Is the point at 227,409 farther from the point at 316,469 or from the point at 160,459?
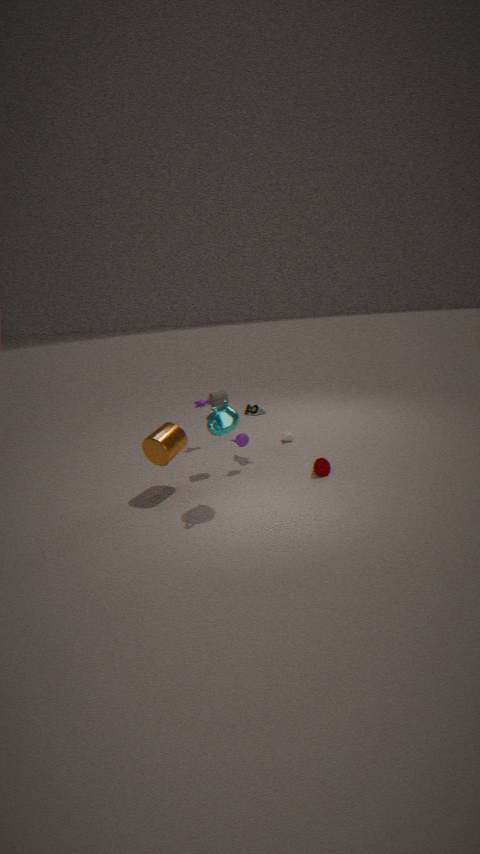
the point at 316,469
